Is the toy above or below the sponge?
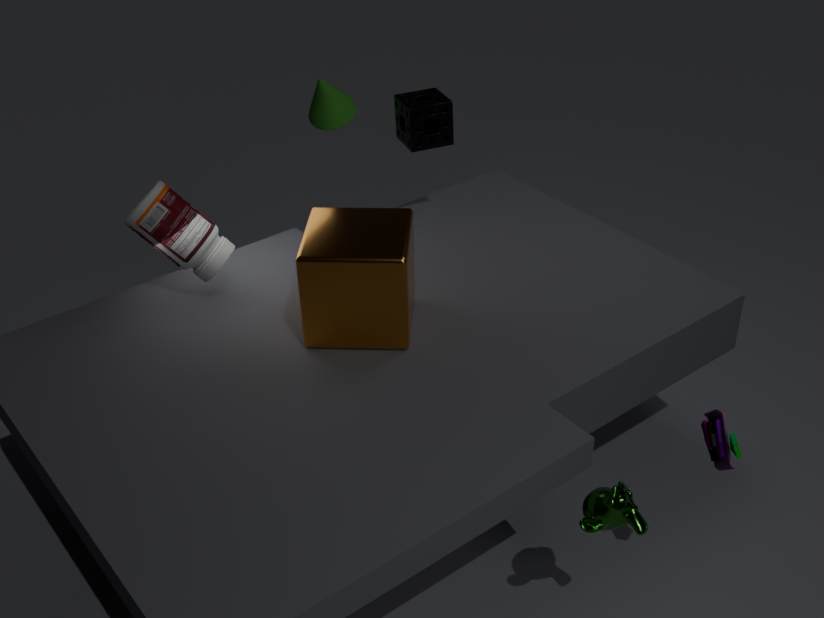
below
